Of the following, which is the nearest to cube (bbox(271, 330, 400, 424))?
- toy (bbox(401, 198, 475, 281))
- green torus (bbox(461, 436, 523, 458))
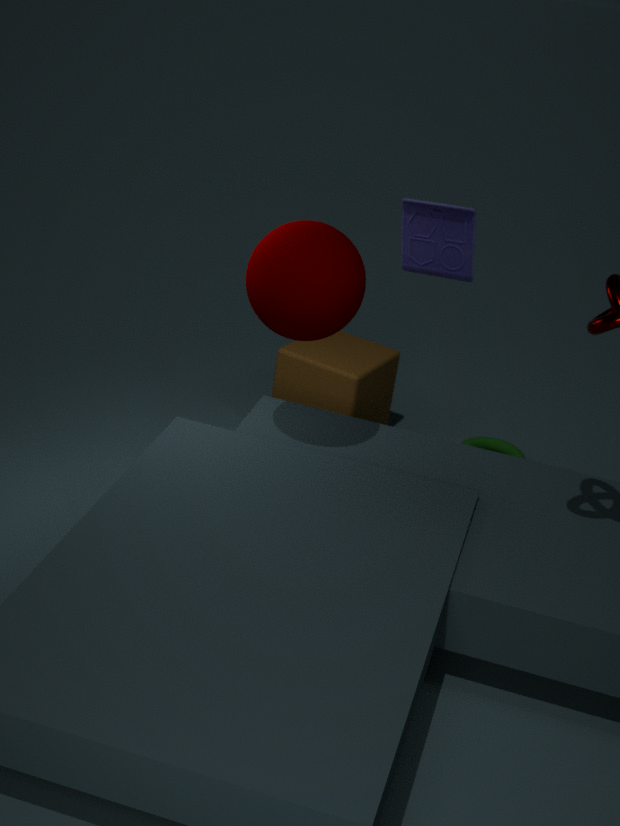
green torus (bbox(461, 436, 523, 458))
